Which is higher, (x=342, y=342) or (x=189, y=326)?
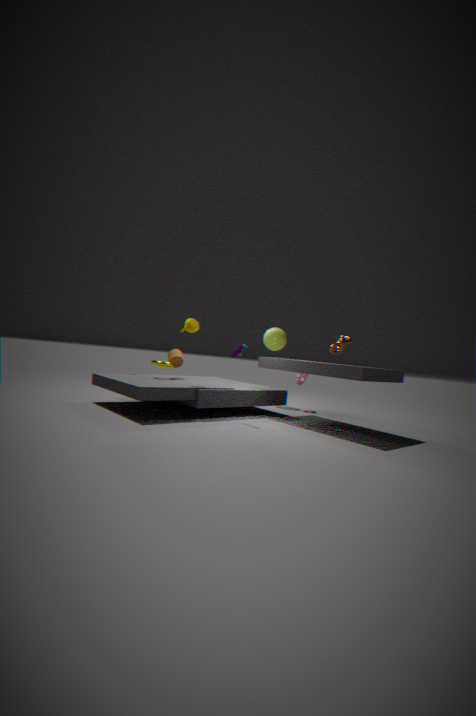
(x=189, y=326)
